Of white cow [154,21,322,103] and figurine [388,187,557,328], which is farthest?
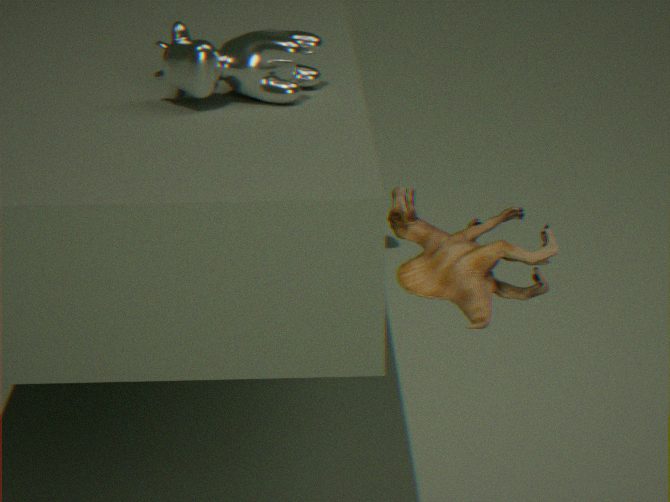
white cow [154,21,322,103]
